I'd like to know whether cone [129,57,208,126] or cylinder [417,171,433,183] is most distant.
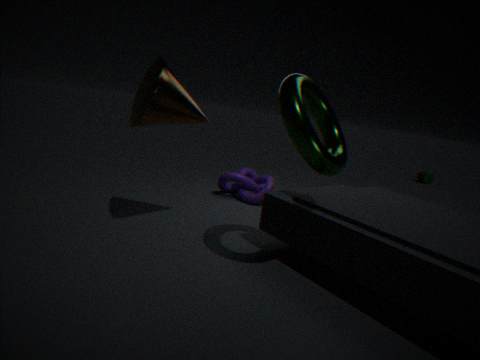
cylinder [417,171,433,183]
